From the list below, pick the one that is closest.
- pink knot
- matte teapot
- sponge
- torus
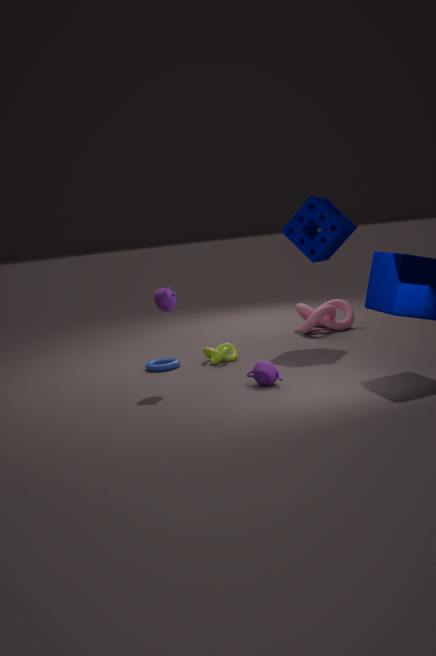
matte teapot
